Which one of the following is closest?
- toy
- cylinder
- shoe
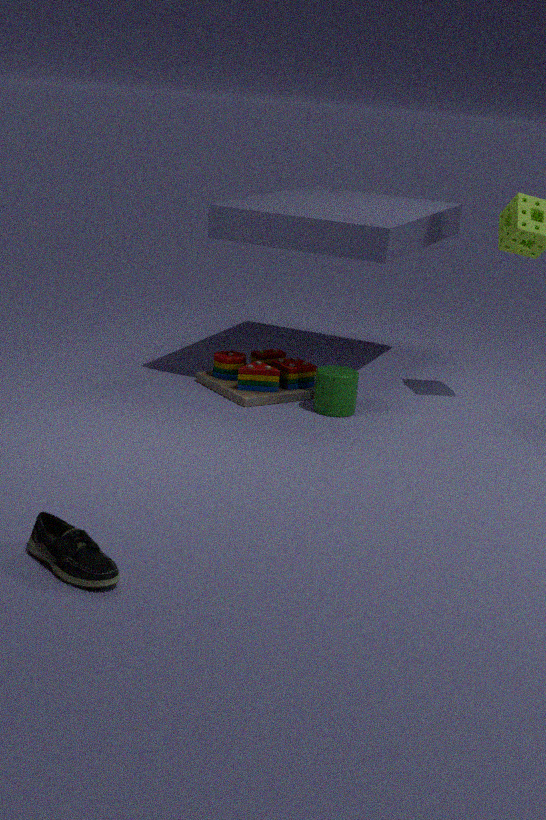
shoe
